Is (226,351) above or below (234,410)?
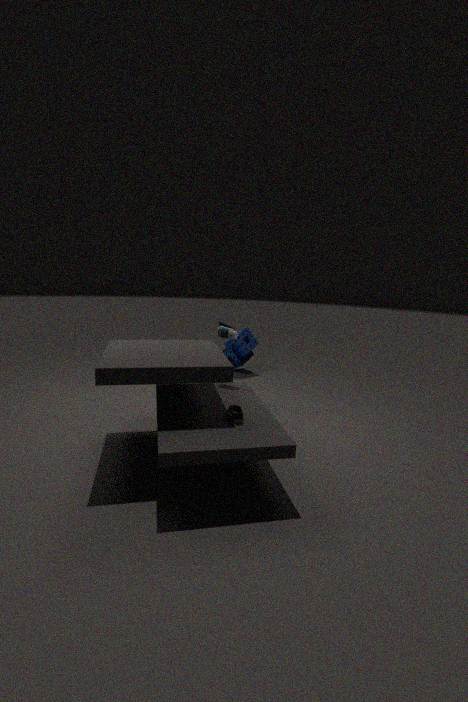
below
